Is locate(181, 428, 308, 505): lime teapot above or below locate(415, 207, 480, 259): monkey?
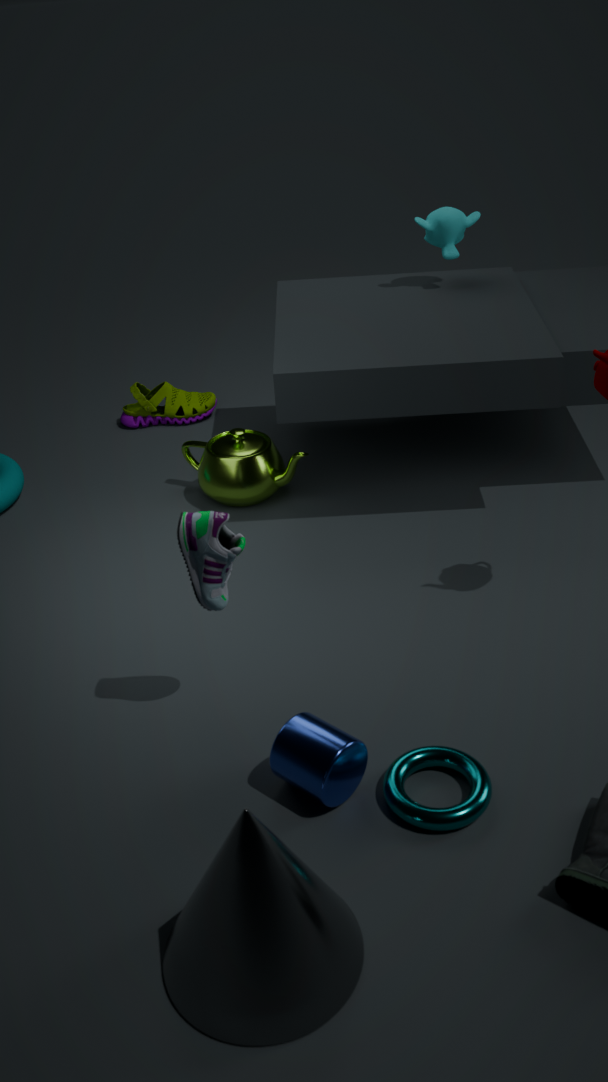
below
